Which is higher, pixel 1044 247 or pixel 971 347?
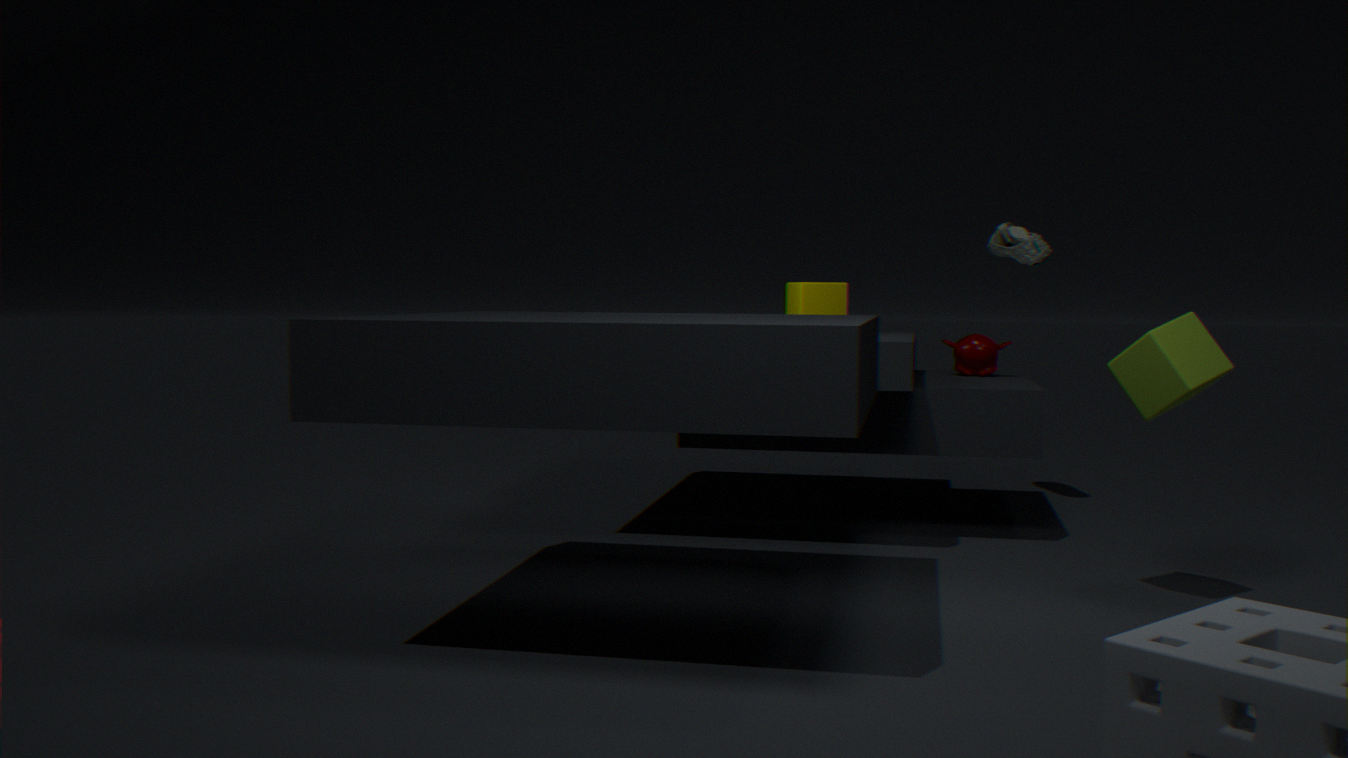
pixel 1044 247
